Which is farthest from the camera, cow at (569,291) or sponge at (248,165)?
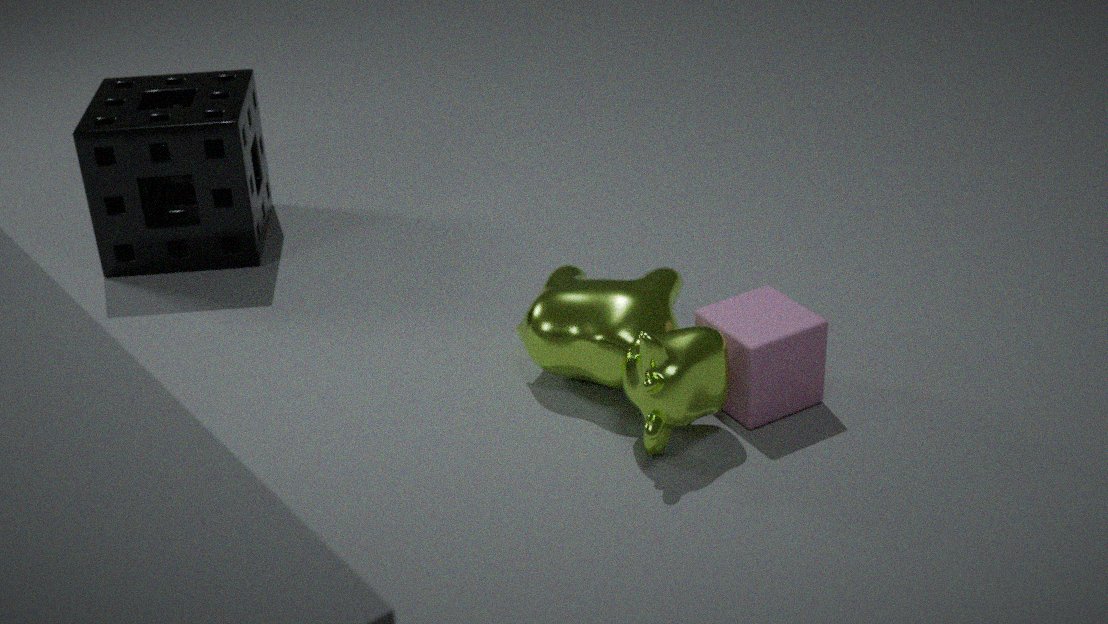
sponge at (248,165)
